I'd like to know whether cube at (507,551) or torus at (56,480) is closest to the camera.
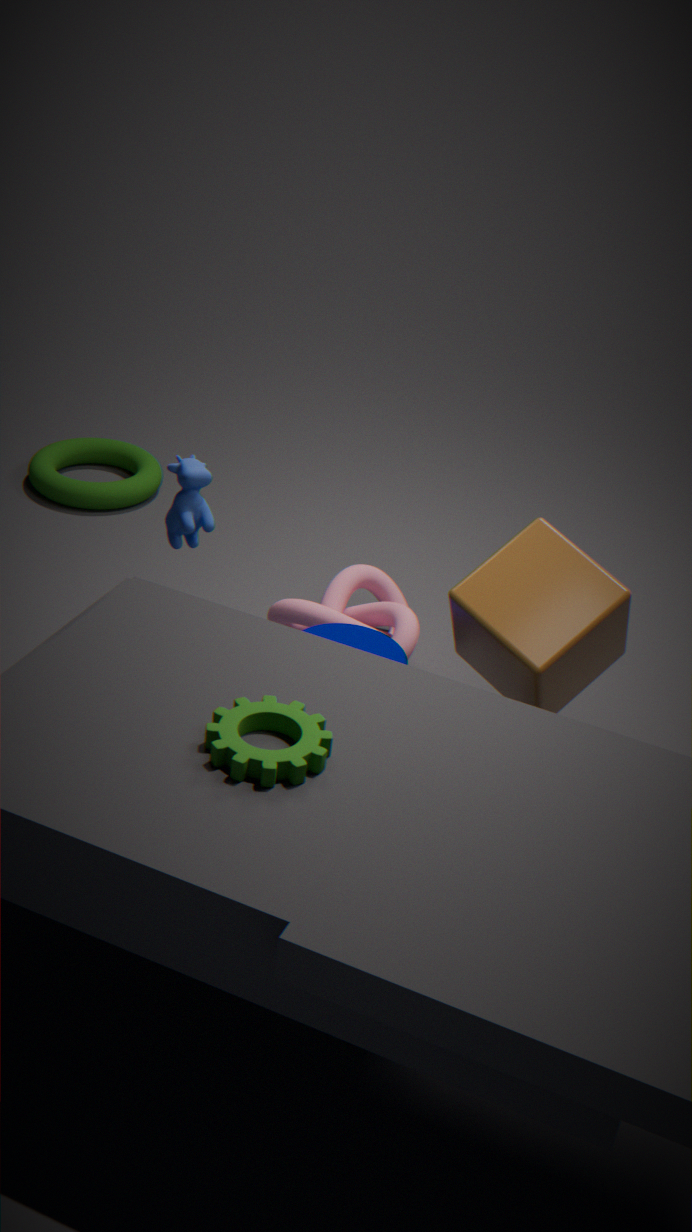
cube at (507,551)
